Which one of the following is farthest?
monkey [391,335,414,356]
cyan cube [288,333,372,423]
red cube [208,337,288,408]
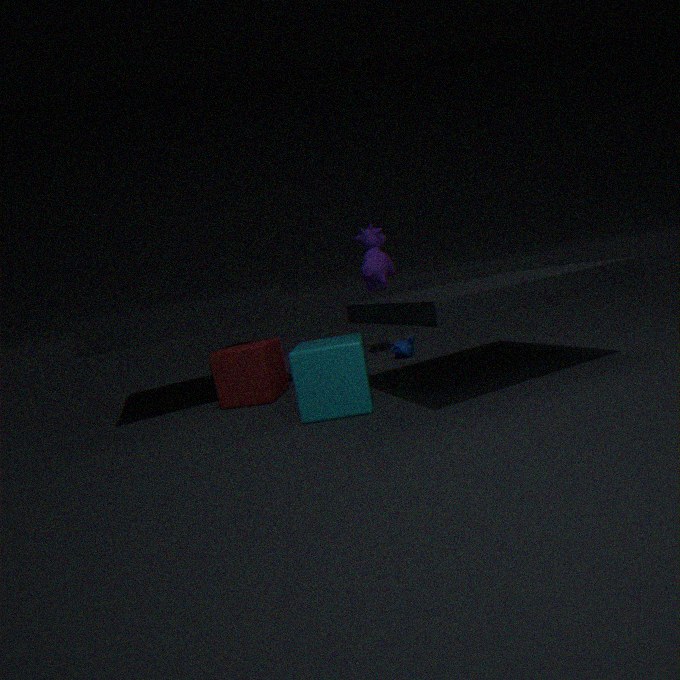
monkey [391,335,414,356]
